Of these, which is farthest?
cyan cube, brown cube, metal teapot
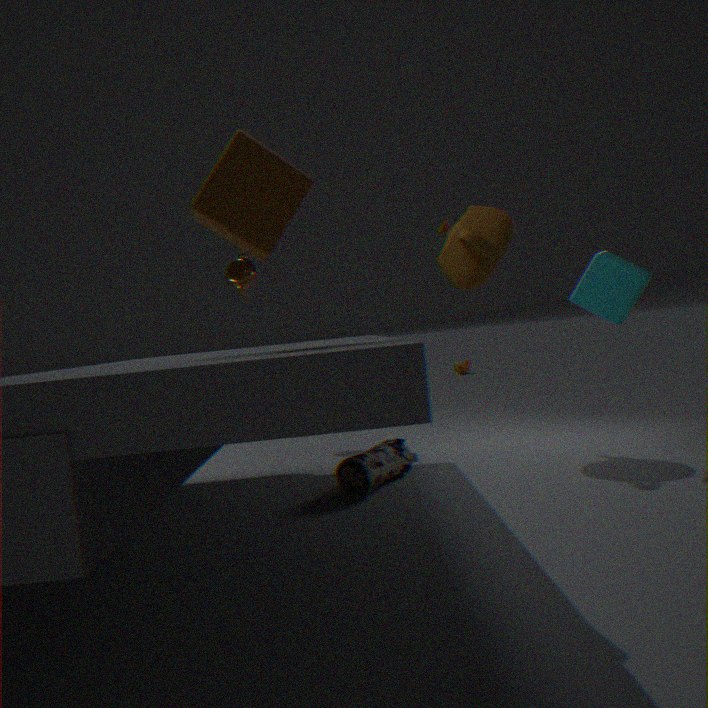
metal teapot
